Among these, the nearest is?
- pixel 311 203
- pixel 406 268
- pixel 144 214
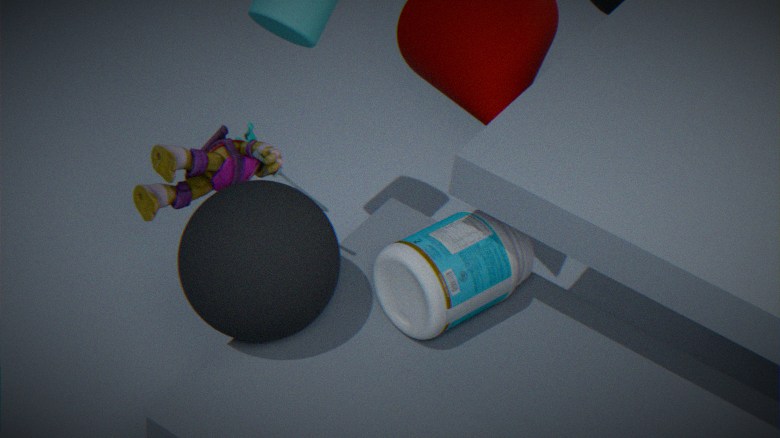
pixel 311 203
